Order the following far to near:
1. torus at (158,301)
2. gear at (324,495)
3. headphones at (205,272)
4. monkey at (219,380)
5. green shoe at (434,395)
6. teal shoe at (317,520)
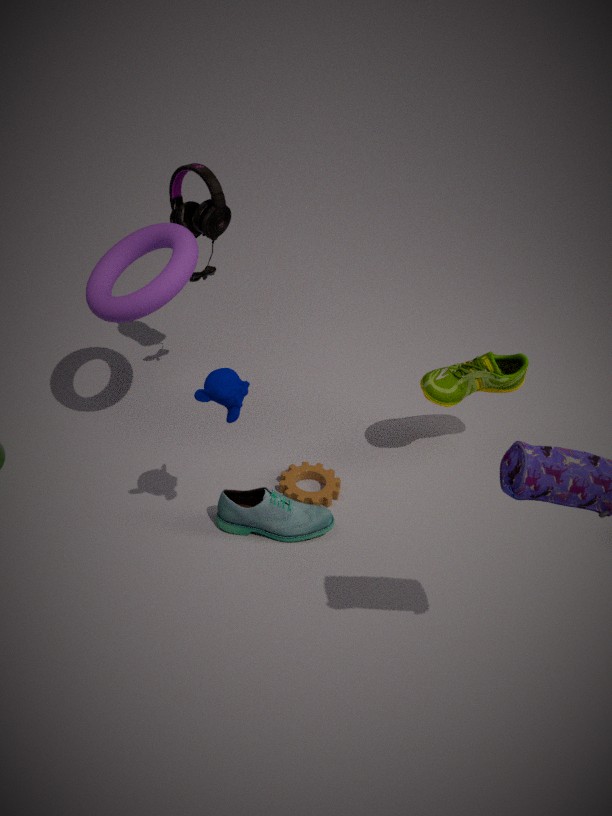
headphones at (205,272)
green shoe at (434,395)
gear at (324,495)
teal shoe at (317,520)
torus at (158,301)
monkey at (219,380)
